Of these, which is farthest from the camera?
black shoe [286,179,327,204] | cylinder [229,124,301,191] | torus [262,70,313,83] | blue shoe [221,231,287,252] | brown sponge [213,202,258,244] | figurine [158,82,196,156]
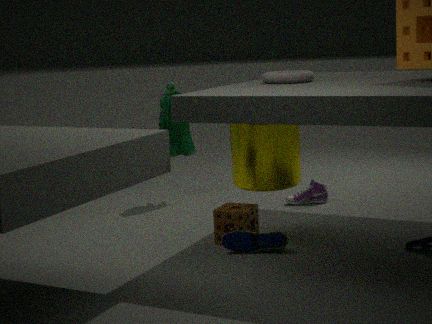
figurine [158,82,196,156]
